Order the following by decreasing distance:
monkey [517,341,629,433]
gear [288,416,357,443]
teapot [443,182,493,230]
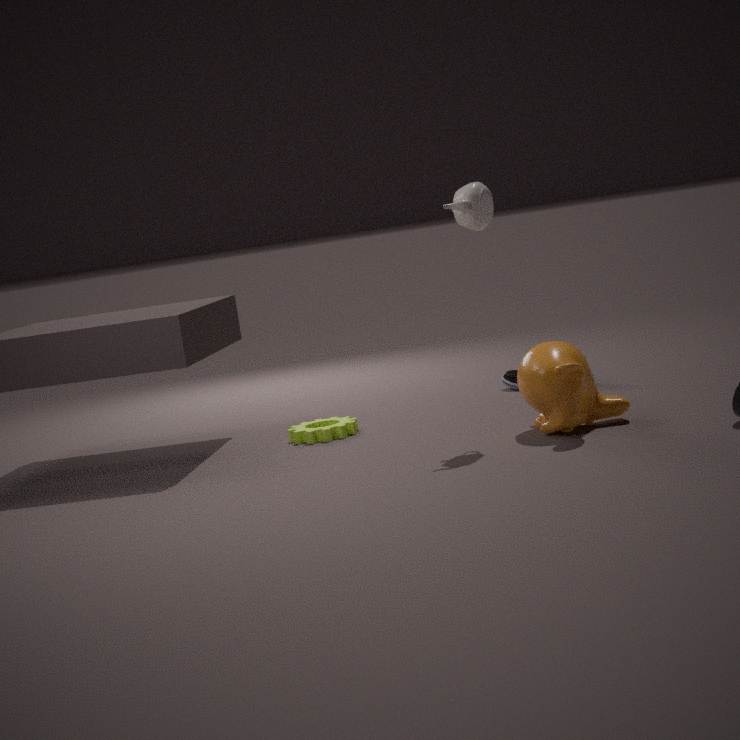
1. gear [288,416,357,443]
2. teapot [443,182,493,230]
3. monkey [517,341,629,433]
